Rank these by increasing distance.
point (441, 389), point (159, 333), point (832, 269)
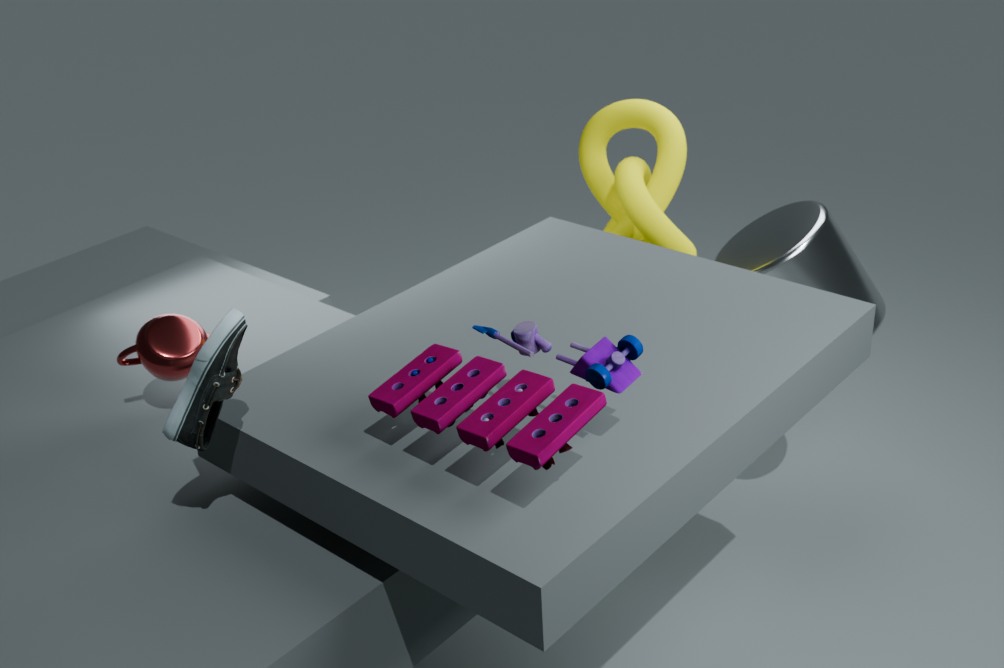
point (441, 389) → point (159, 333) → point (832, 269)
